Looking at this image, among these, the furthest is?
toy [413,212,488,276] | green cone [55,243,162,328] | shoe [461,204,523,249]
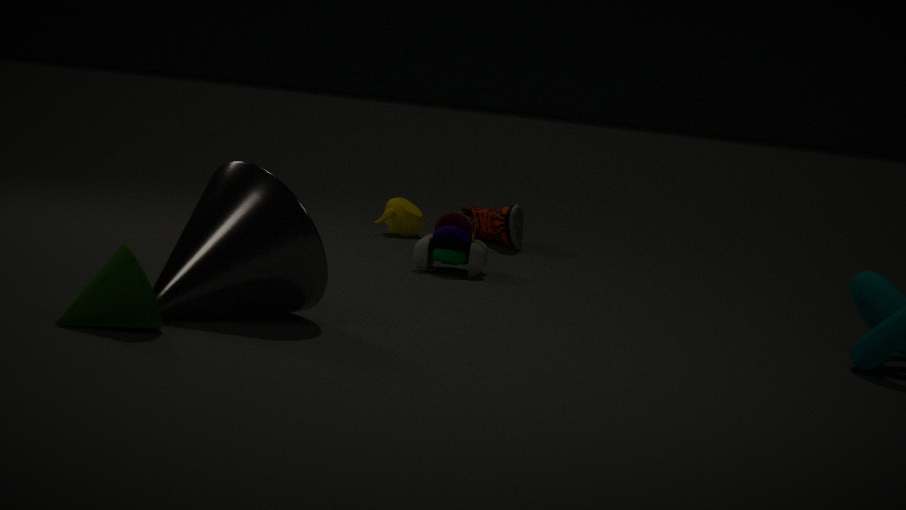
shoe [461,204,523,249]
